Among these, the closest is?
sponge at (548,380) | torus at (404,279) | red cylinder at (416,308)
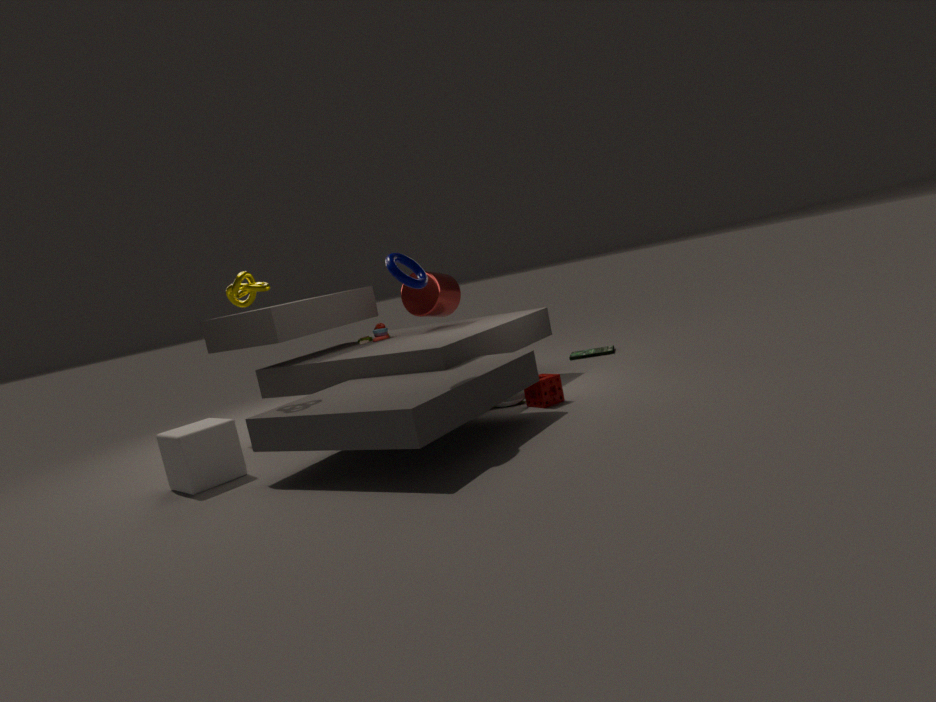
torus at (404,279)
